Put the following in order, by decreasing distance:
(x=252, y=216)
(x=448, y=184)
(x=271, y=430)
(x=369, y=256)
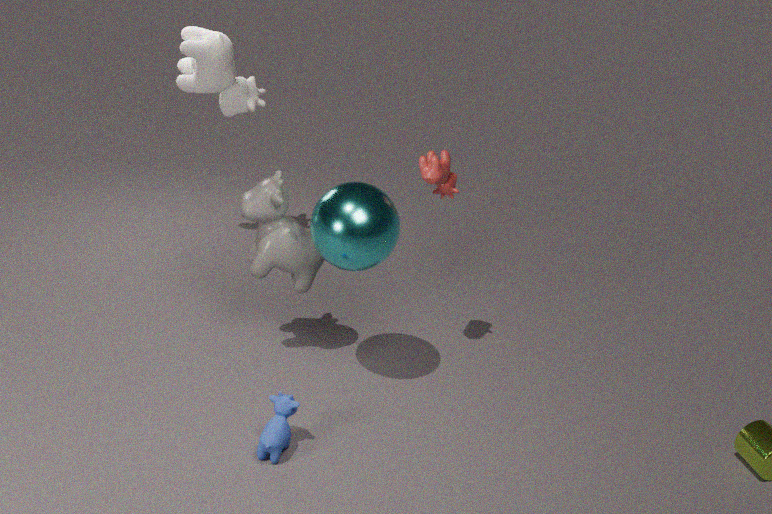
1. (x=448, y=184)
2. (x=252, y=216)
3. (x=369, y=256)
4. (x=271, y=430)
